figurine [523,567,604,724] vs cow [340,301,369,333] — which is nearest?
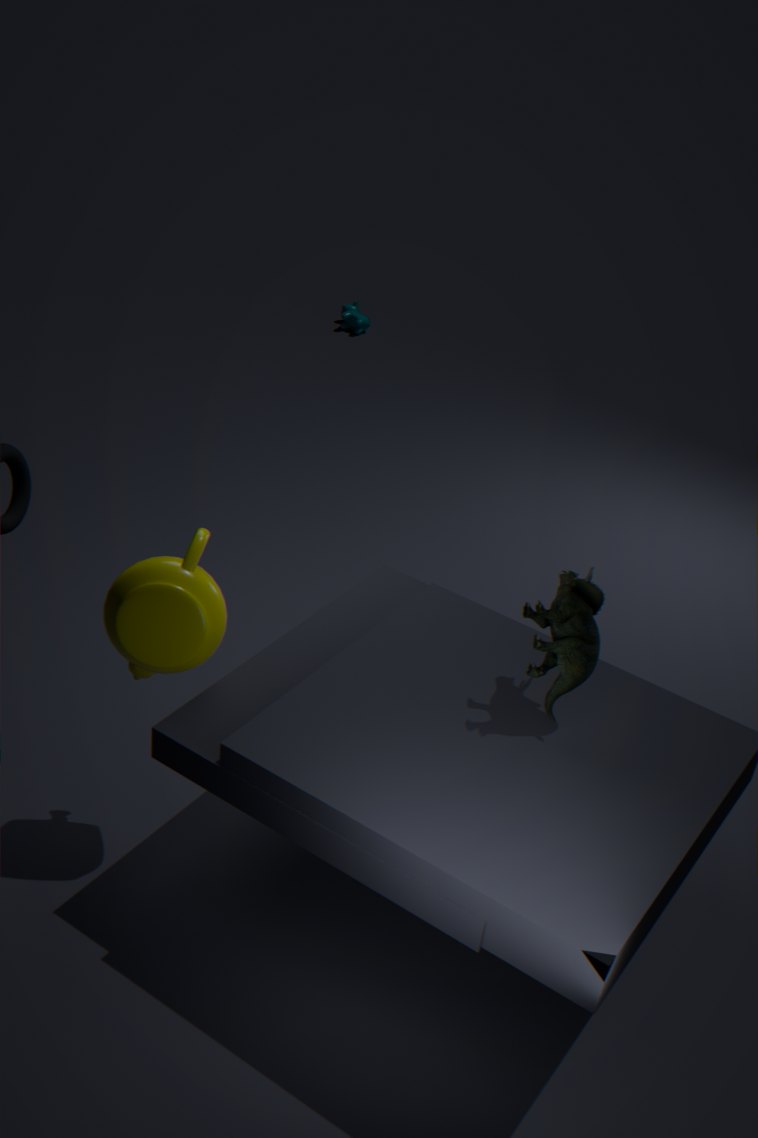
figurine [523,567,604,724]
